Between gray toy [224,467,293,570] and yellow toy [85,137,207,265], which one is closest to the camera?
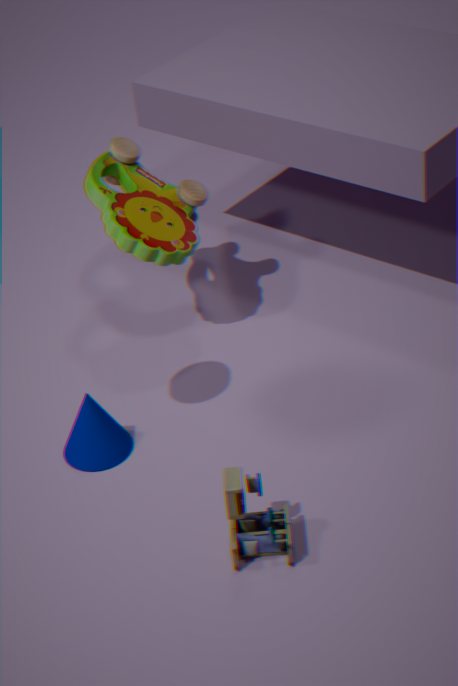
gray toy [224,467,293,570]
